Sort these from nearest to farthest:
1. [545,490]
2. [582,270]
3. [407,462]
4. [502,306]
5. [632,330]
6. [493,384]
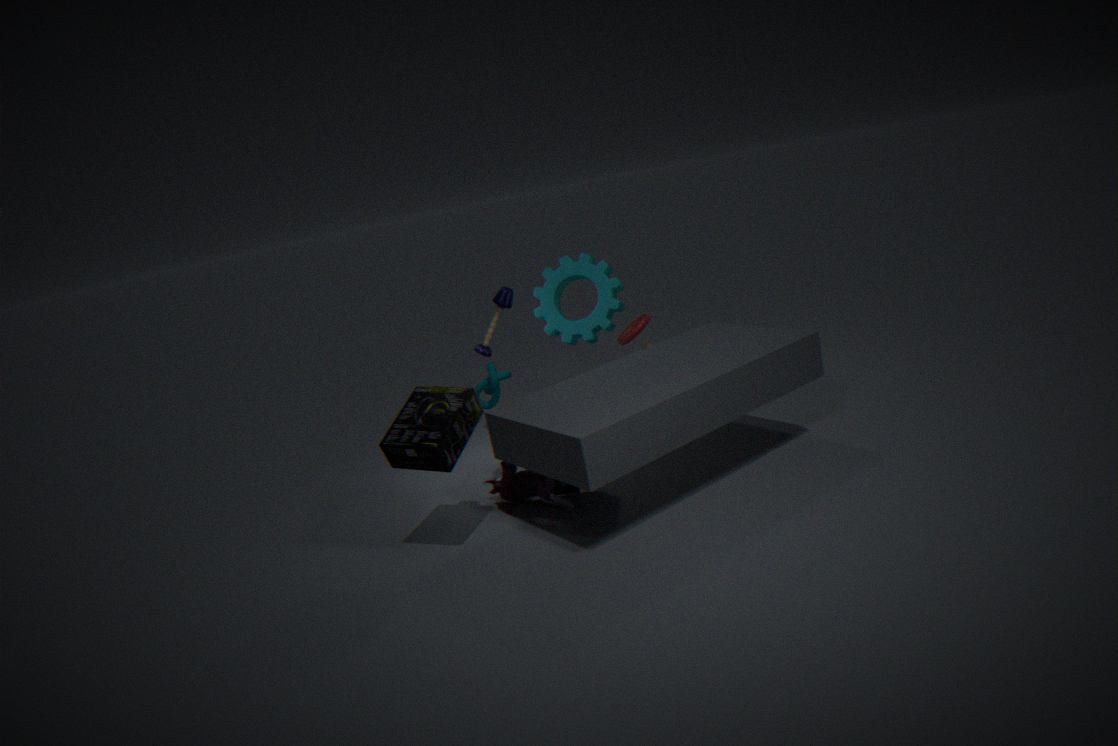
[407,462] < [545,490] < [493,384] < [582,270] < [632,330] < [502,306]
